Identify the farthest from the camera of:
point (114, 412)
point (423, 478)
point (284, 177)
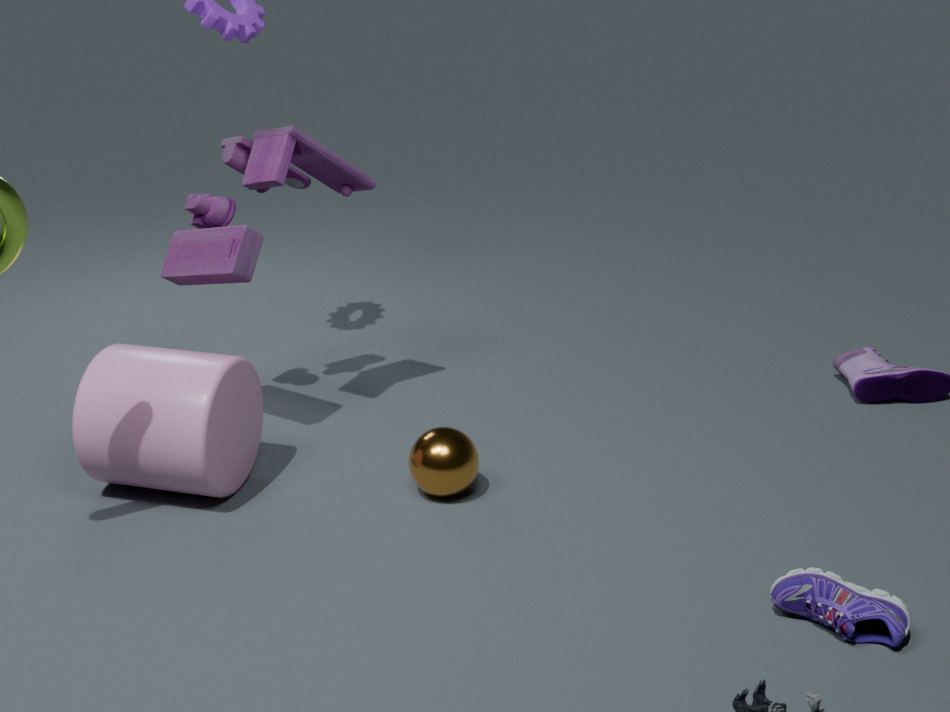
point (284, 177)
